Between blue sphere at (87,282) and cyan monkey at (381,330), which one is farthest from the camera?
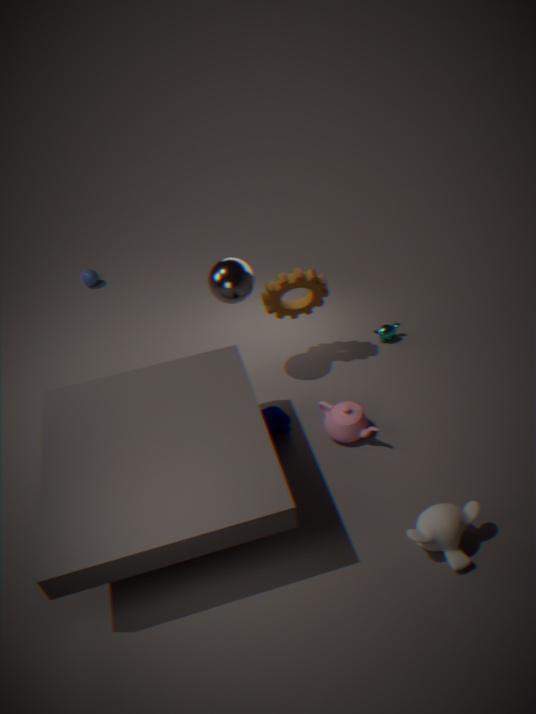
blue sphere at (87,282)
